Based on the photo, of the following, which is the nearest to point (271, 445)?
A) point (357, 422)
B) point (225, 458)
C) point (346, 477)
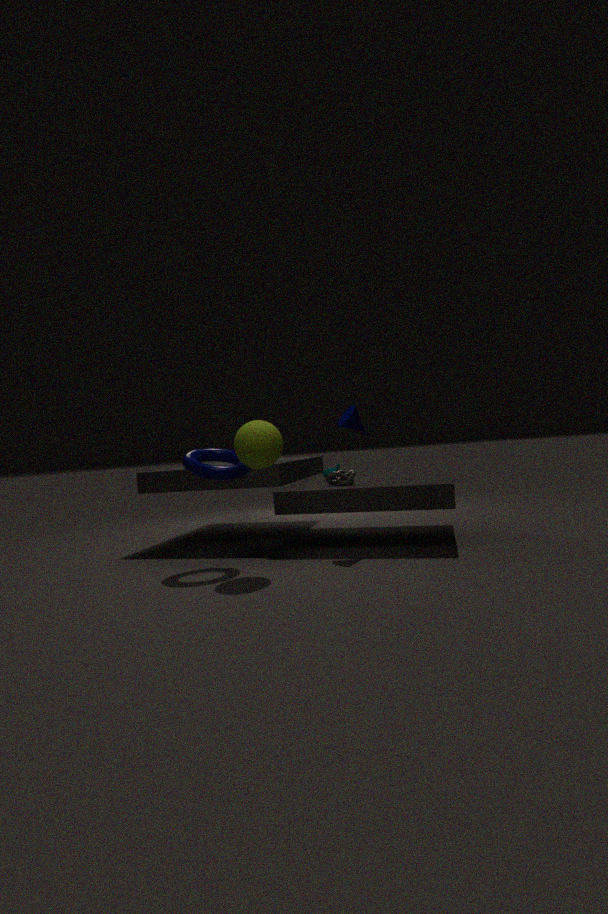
point (225, 458)
